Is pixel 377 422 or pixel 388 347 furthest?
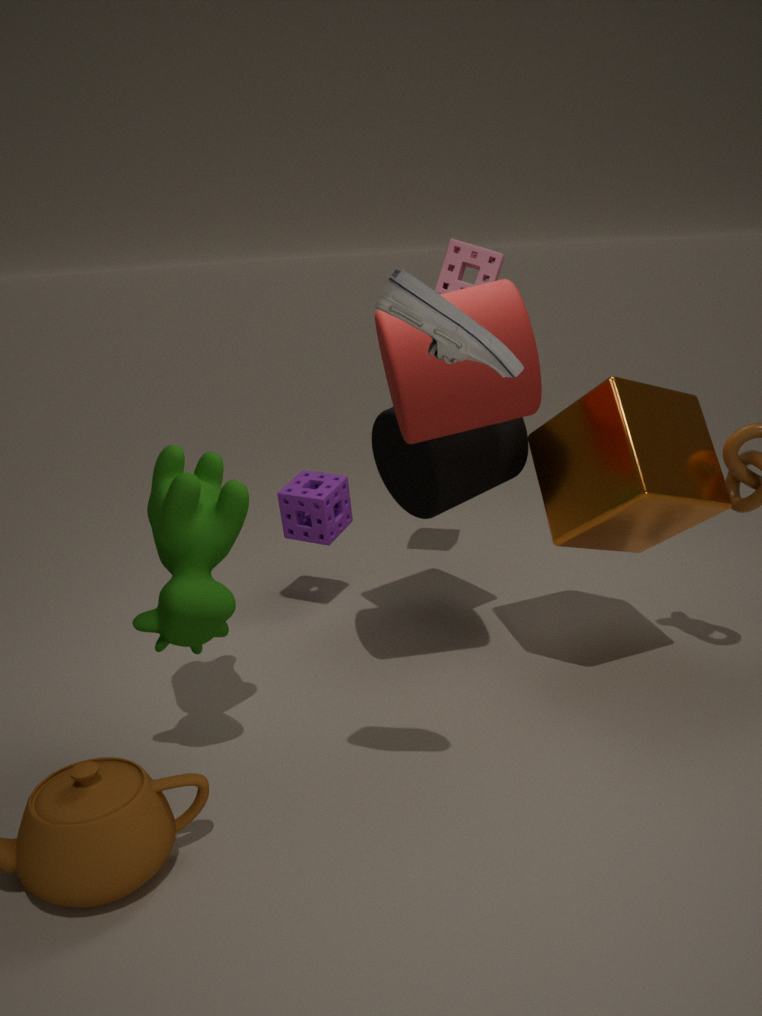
pixel 377 422
